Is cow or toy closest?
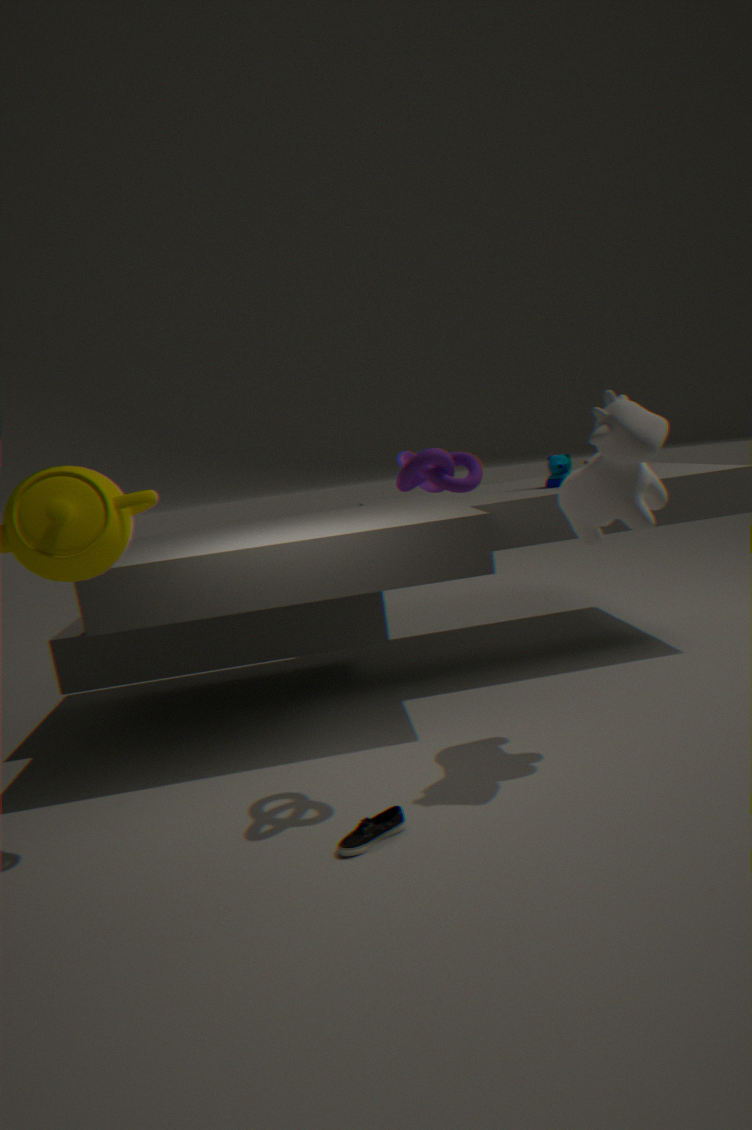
cow
